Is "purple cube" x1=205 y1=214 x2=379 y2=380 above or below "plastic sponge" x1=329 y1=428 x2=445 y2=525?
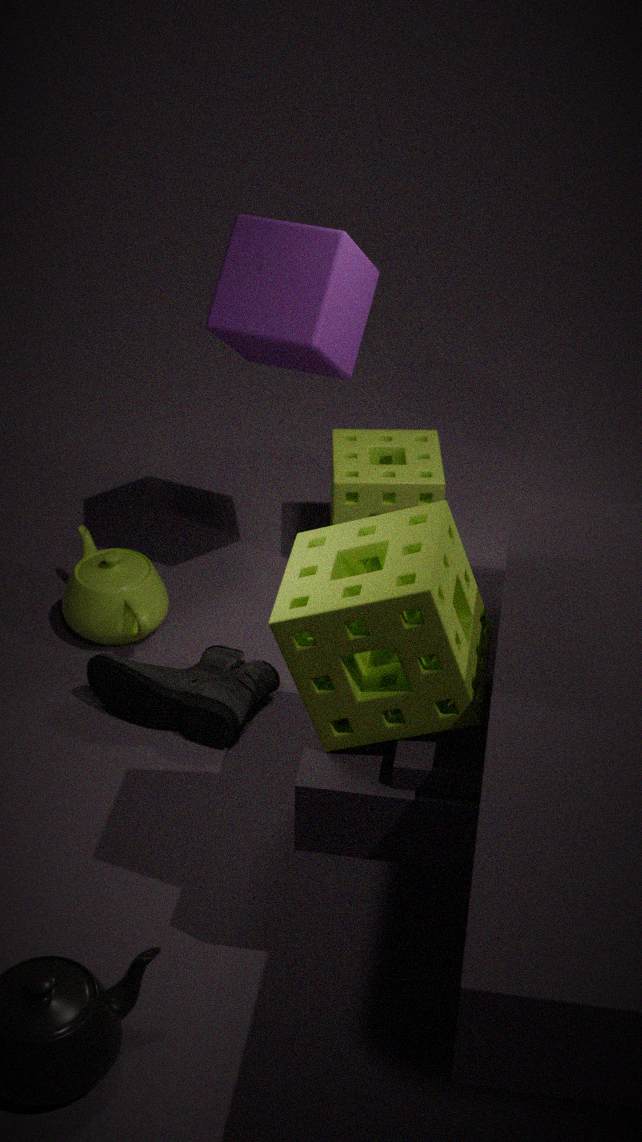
above
